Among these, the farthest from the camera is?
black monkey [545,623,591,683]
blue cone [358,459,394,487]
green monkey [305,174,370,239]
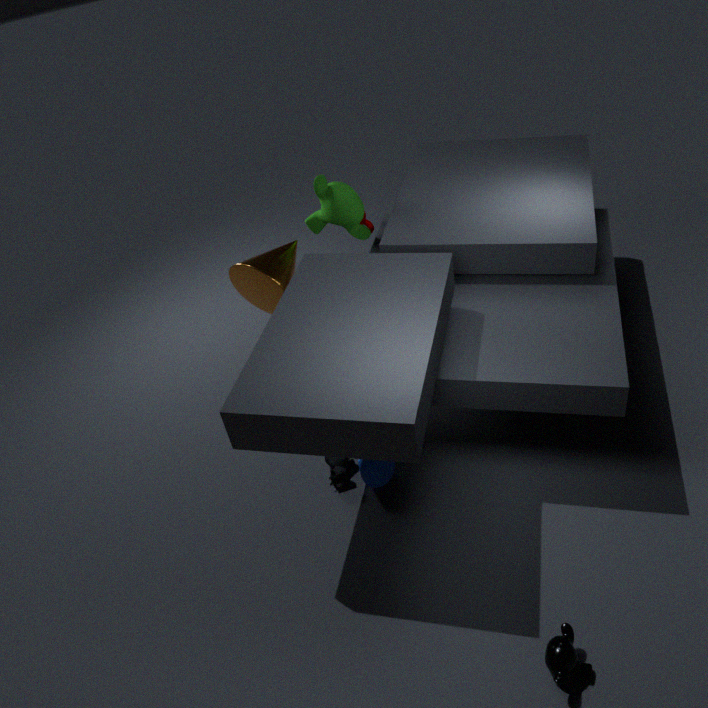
green monkey [305,174,370,239]
